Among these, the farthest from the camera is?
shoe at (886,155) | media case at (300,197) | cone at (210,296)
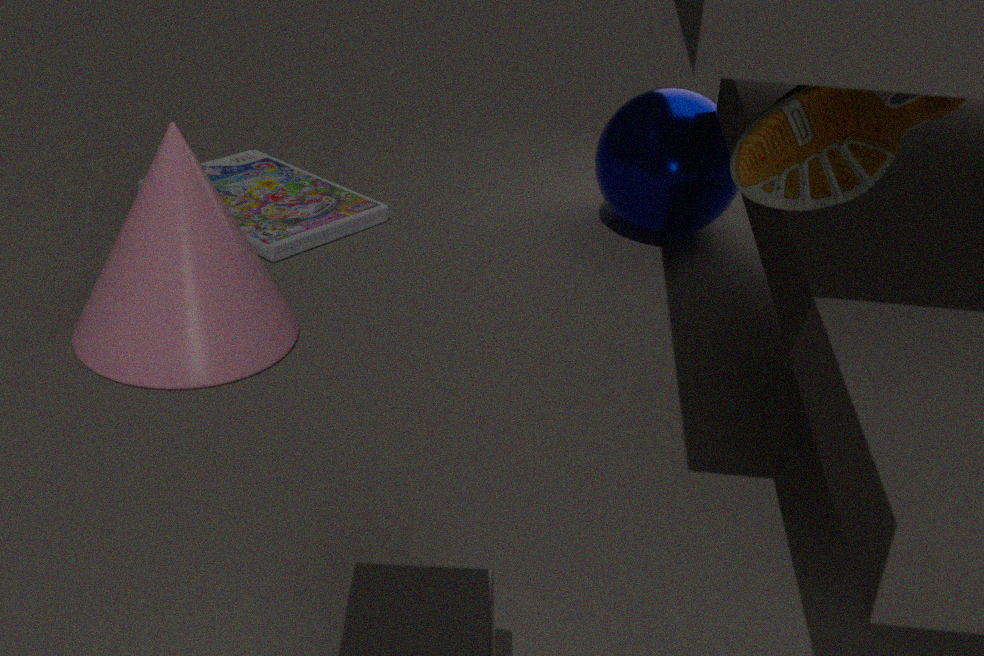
media case at (300,197)
